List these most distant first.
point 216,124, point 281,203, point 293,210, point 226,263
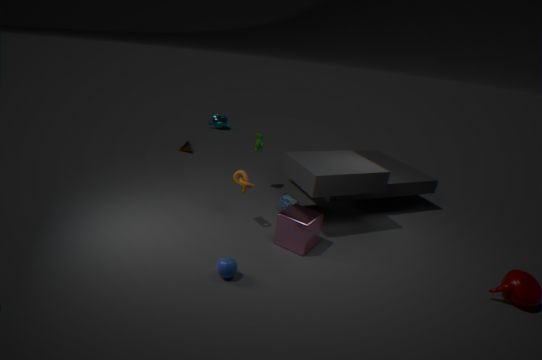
point 216,124 < point 281,203 < point 293,210 < point 226,263
